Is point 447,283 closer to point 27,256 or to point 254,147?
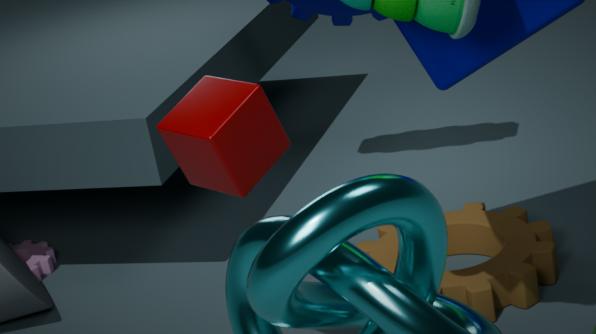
point 254,147
